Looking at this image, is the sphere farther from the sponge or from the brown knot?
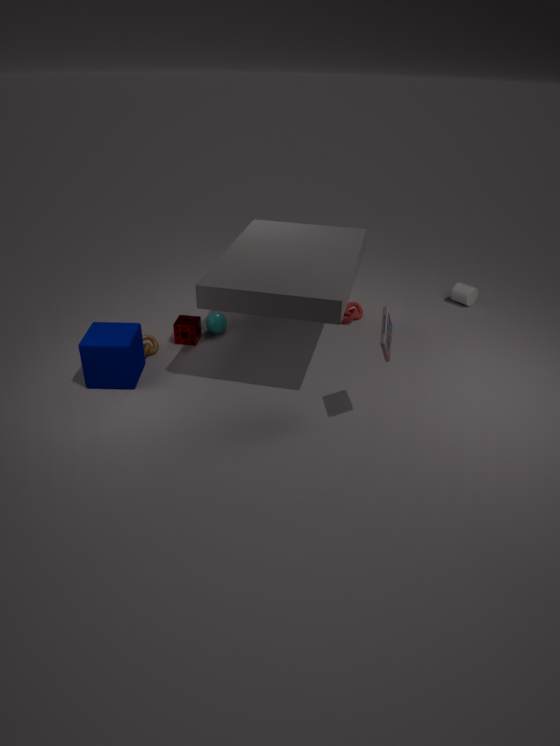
the brown knot
